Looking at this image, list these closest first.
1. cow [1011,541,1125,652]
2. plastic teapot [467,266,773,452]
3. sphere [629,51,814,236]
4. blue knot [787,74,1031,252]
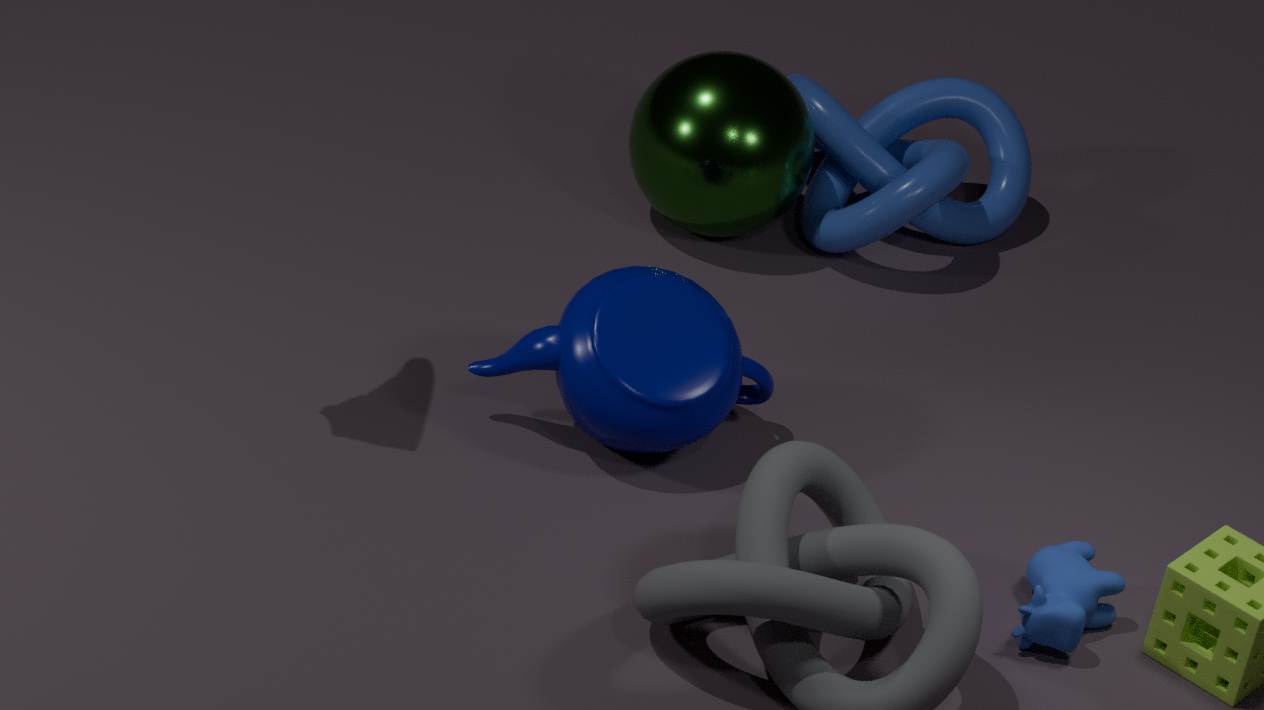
cow [1011,541,1125,652] < plastic teapot [467,266,773,452] < sphere [629,51,814,236] < blue knot [787,74,1031,252]
